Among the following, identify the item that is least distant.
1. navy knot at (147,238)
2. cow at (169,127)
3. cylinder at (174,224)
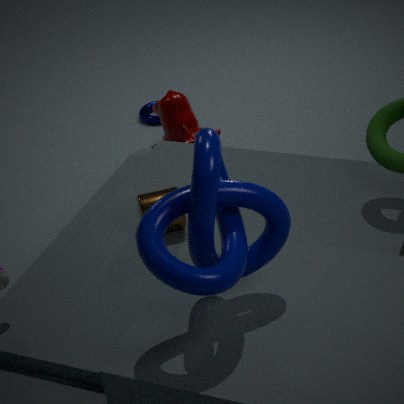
navy knot at (147,238)
